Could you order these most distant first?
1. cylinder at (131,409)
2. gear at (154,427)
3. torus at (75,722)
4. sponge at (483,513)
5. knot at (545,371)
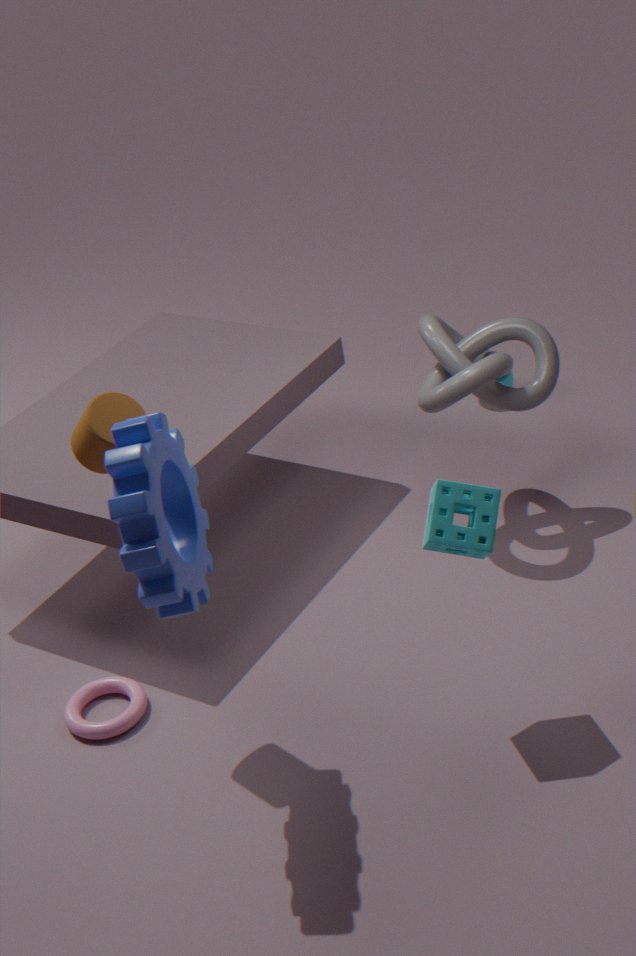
knot at (545,371) < torus at (75,722) < cylinder at (131,409) < sponge at (483,513) < gear at (154,427)
